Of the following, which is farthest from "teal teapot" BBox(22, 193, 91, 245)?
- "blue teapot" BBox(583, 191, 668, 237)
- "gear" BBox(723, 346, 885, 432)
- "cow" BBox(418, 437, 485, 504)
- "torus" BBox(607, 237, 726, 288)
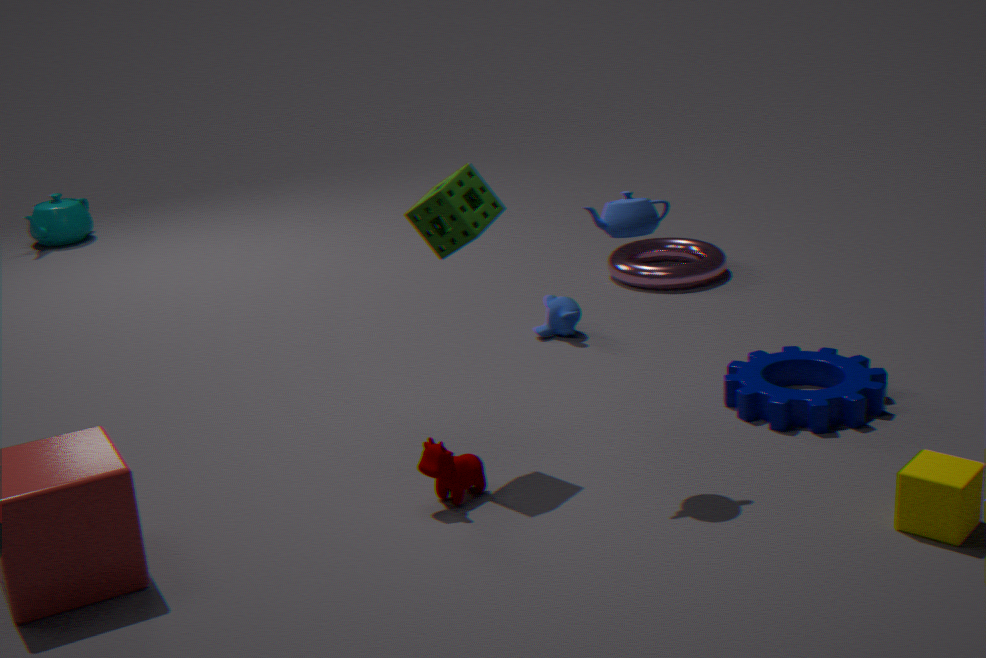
"blue teapot" BBox(583, 191, 668, 237)
